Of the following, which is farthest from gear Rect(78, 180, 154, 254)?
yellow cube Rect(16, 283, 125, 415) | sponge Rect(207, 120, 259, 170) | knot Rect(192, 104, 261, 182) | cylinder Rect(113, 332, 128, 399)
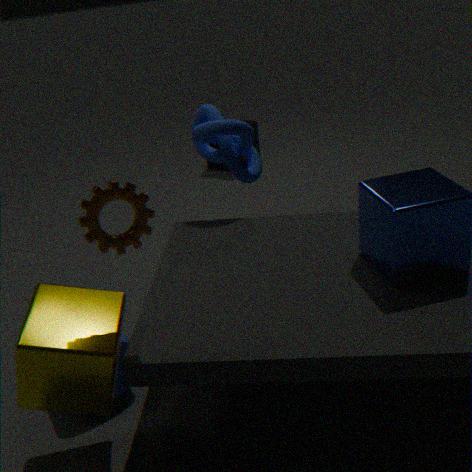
sponge Rect(207, 120, 259, 170)
